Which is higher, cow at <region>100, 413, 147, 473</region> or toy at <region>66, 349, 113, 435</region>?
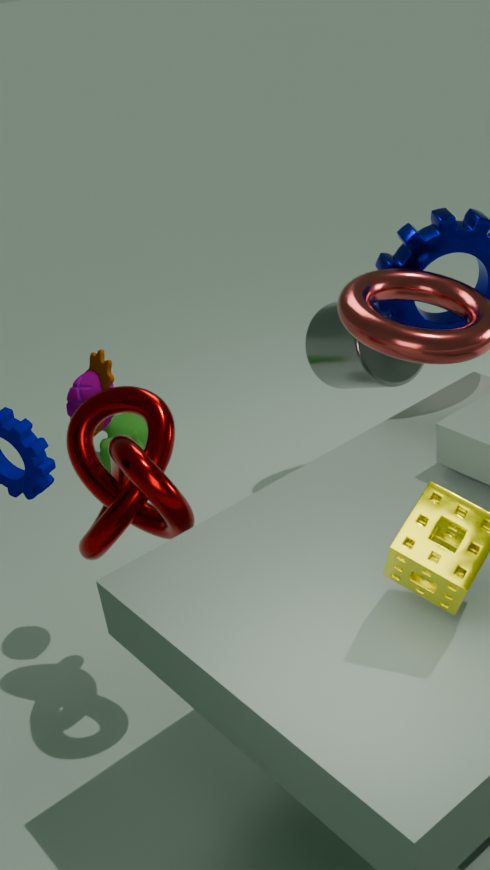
toy at <region>66, 349, 113, 435</region>
